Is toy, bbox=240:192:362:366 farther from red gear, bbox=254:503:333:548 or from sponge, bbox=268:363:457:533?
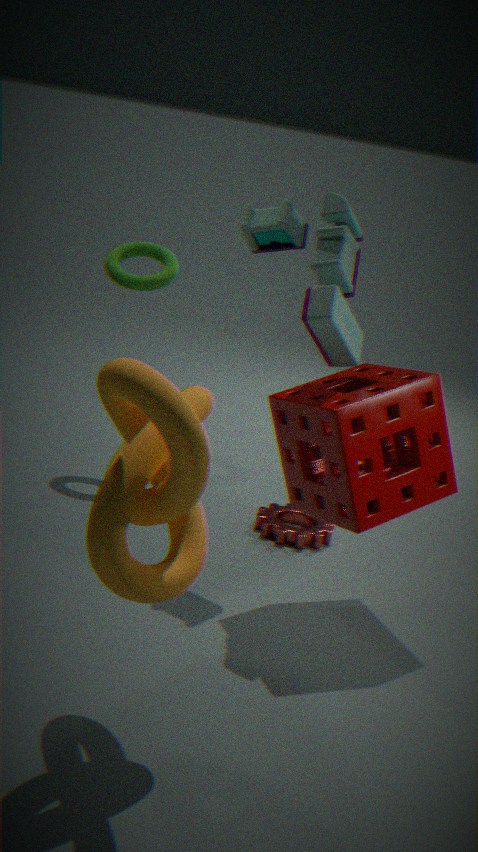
red gear, bbox=254:503:333:548
